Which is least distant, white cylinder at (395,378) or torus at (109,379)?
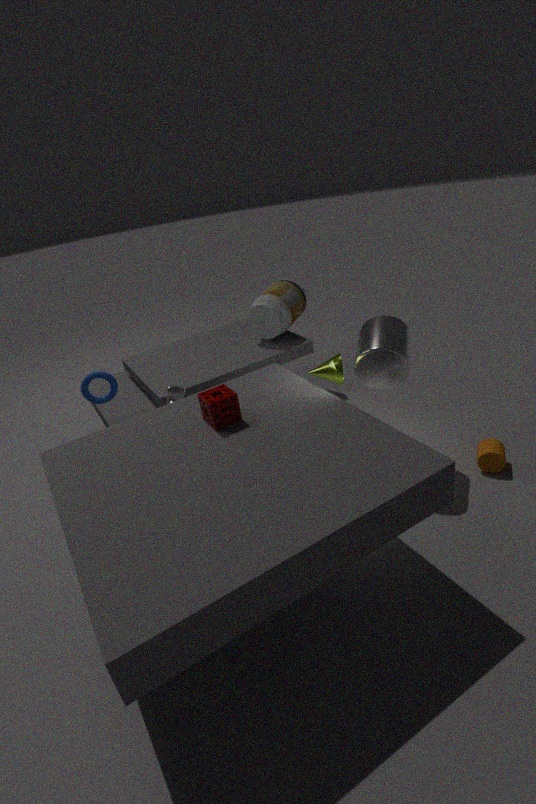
white cylinder at (395,378)
